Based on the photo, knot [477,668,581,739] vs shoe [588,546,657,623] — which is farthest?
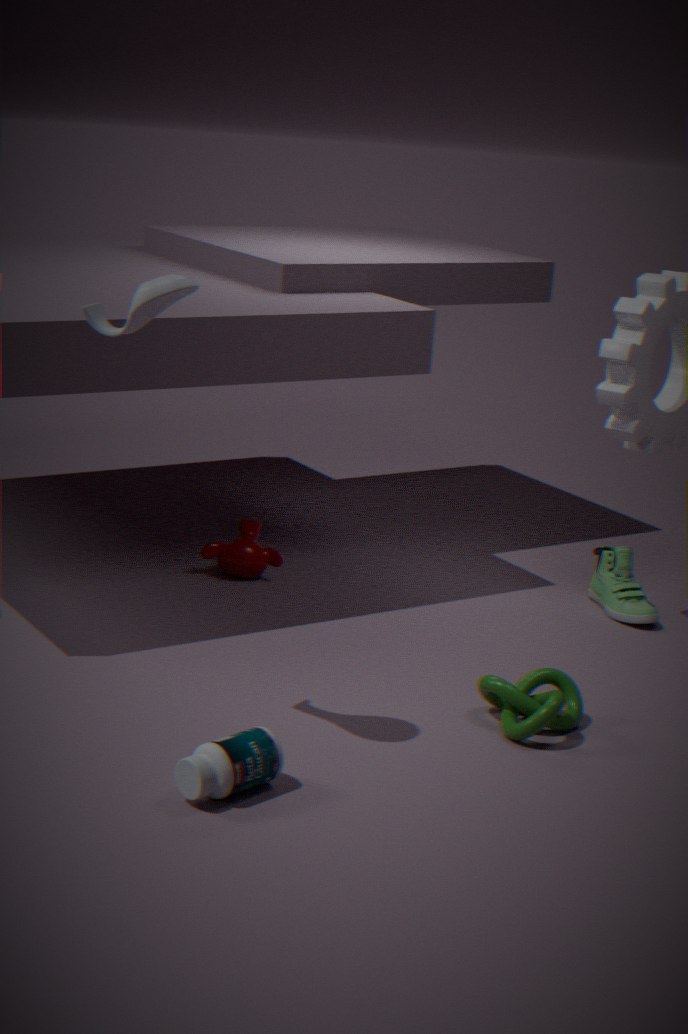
shoe [588,546,657,623]
